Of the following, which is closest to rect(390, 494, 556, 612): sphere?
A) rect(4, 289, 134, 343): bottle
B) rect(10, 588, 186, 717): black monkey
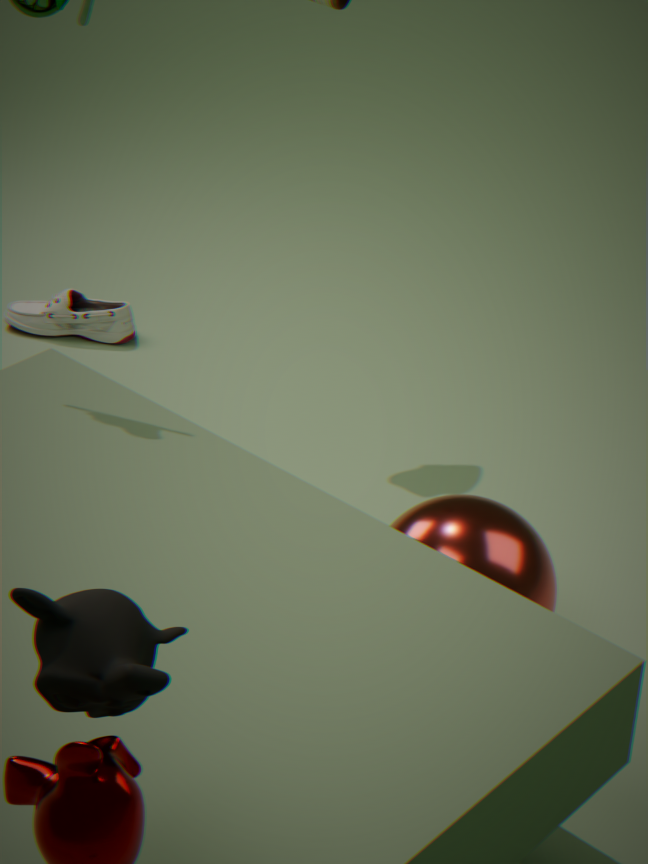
rect(10, 588, 186, 717): black monkey
